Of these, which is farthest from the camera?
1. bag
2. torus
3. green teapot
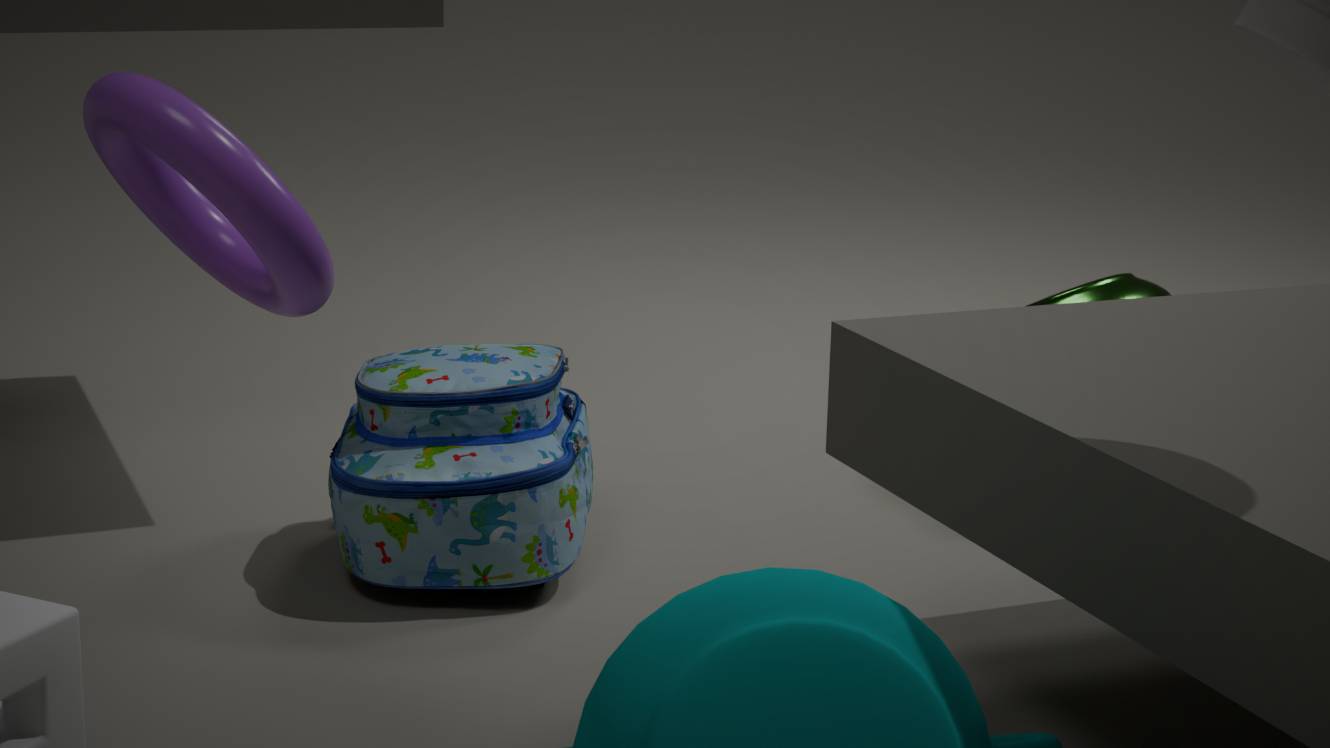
green teapot
